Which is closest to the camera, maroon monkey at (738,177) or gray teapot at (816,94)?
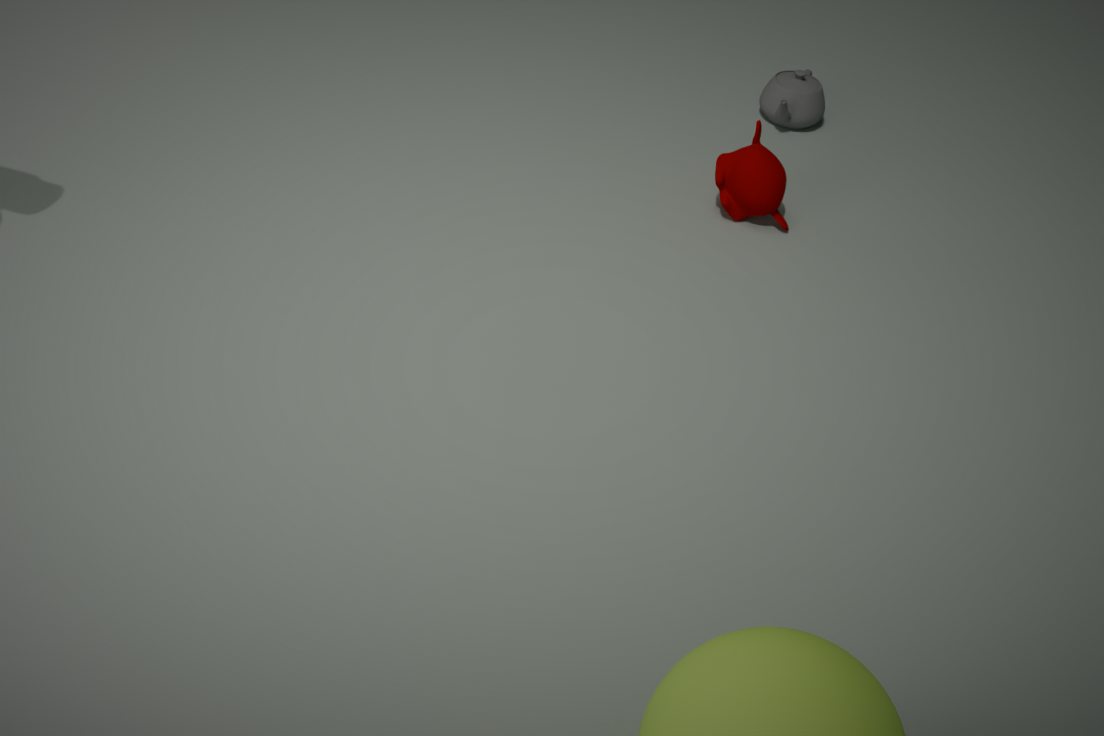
maroon monkey at (738,177)
